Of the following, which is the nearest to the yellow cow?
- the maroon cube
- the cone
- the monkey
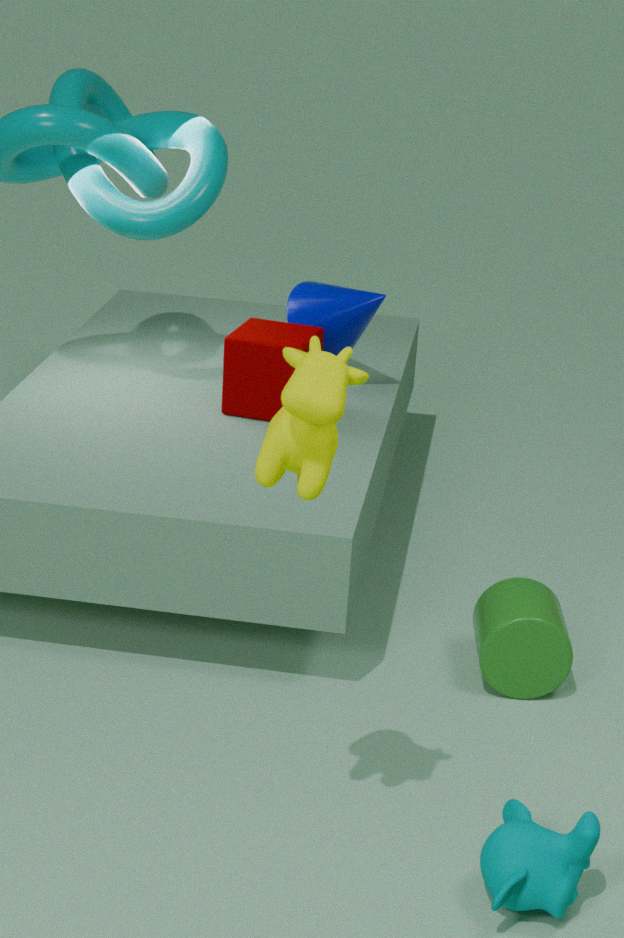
the monkey
